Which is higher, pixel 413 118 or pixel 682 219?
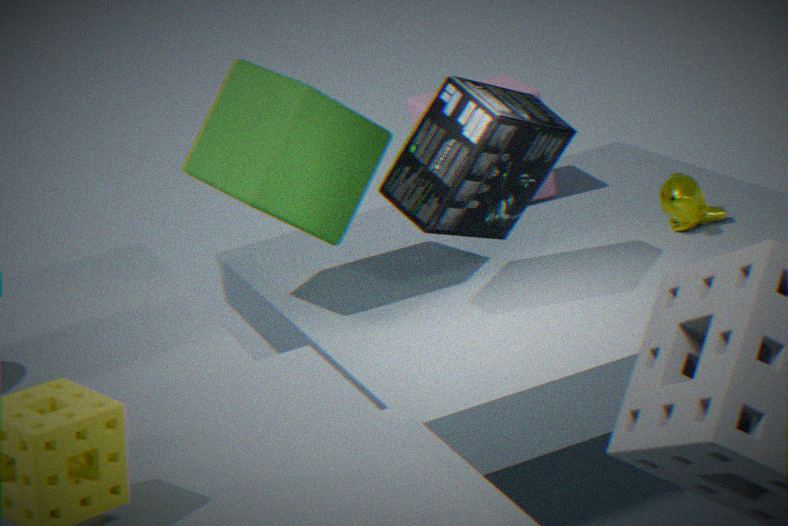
pixel 413 118
